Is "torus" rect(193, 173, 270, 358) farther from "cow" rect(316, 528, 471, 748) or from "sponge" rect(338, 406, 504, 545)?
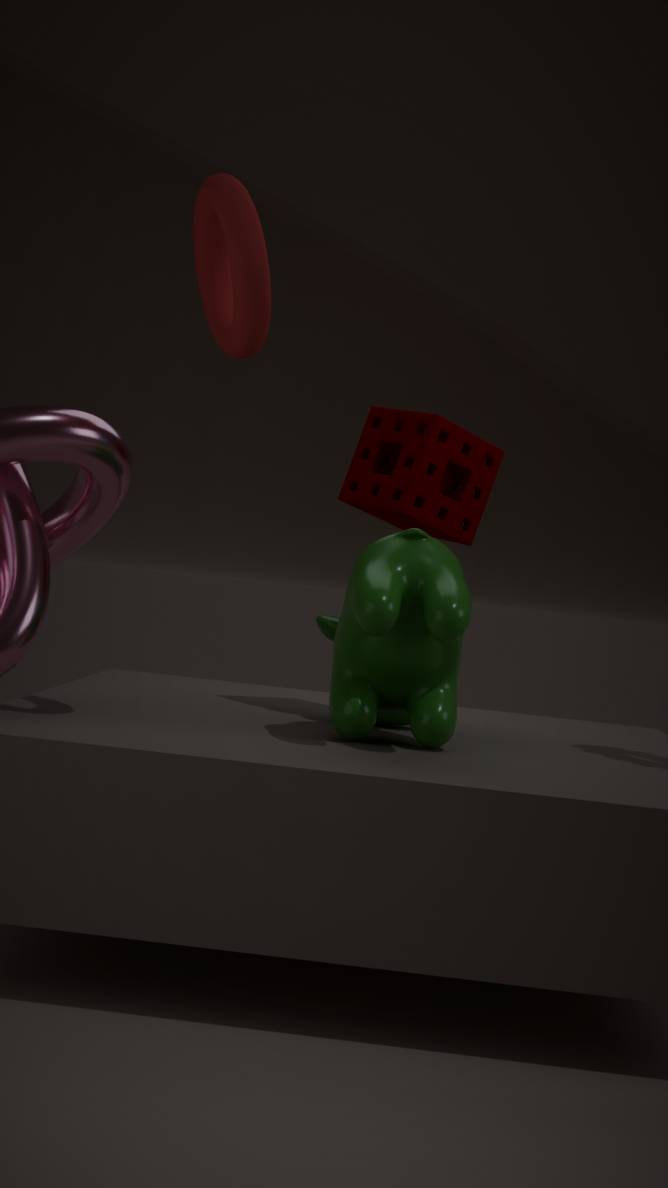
"sponge" rect(338, 406, 504, 545)
